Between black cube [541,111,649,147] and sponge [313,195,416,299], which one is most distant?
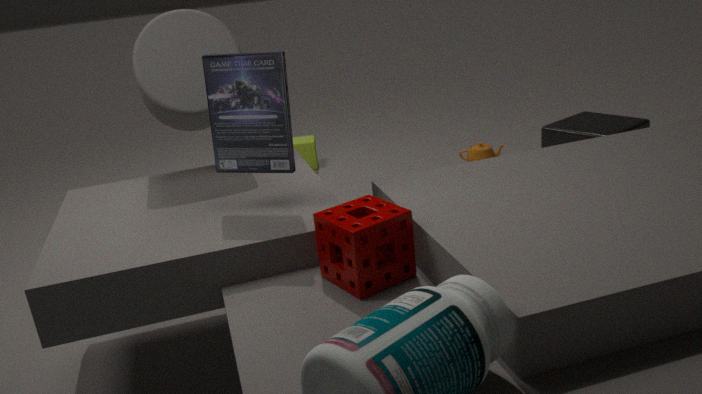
black cube [541,111,649,147]
